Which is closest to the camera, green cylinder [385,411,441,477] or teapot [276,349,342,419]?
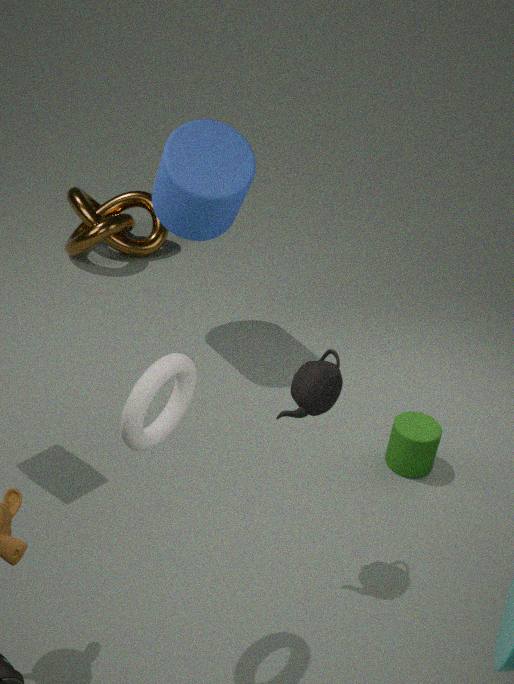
teapot [276,349,342,419]
